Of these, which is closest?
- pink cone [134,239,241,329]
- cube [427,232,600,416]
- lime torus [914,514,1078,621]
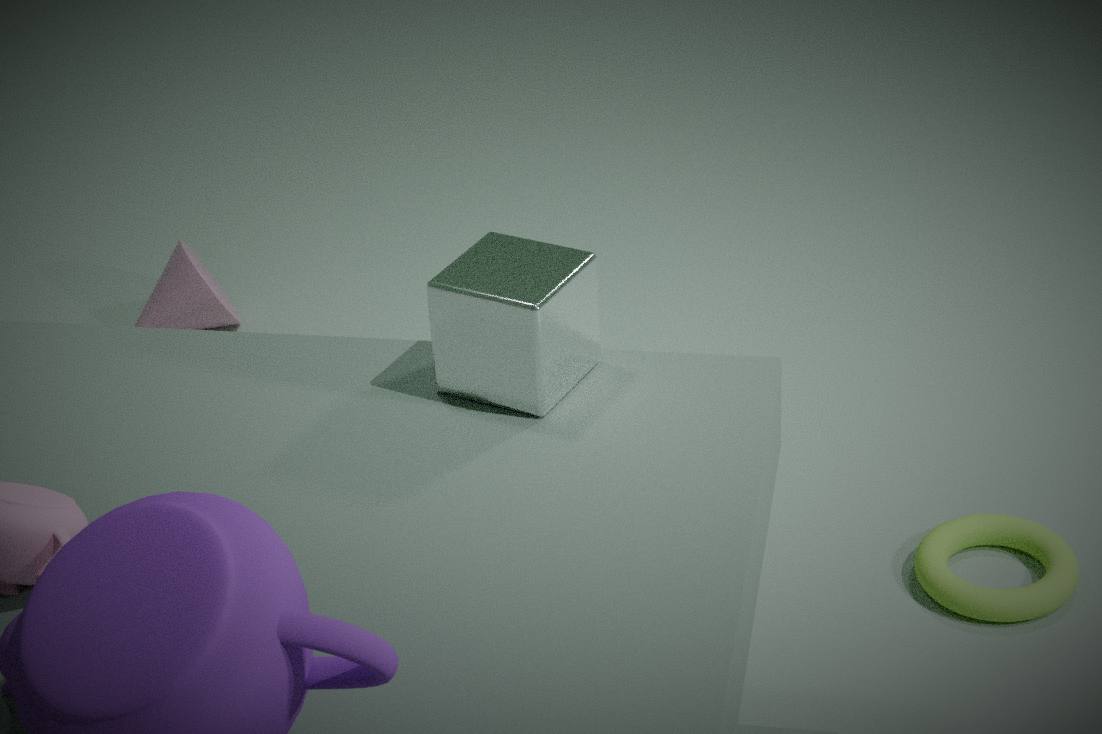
cube [427,232,600,416]
